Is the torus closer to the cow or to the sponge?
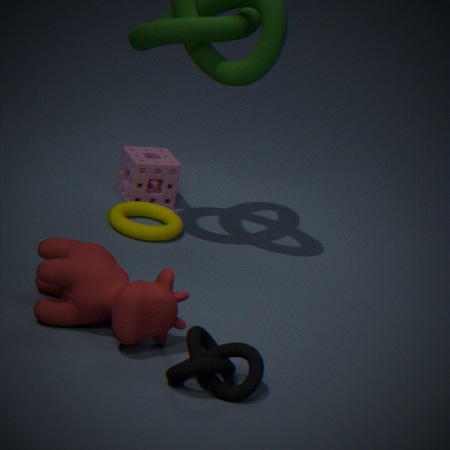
the sponge
